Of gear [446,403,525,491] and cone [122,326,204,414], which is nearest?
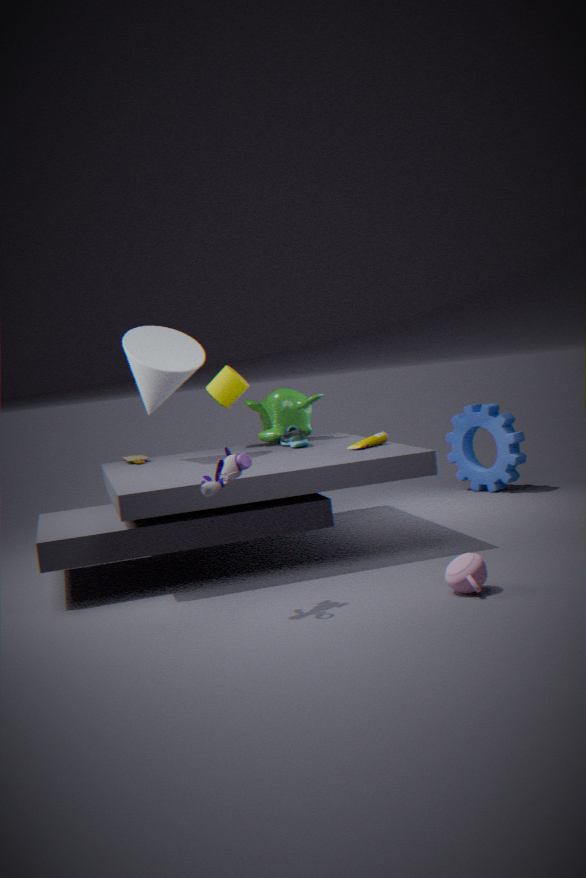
cone [122,326,204,414]
